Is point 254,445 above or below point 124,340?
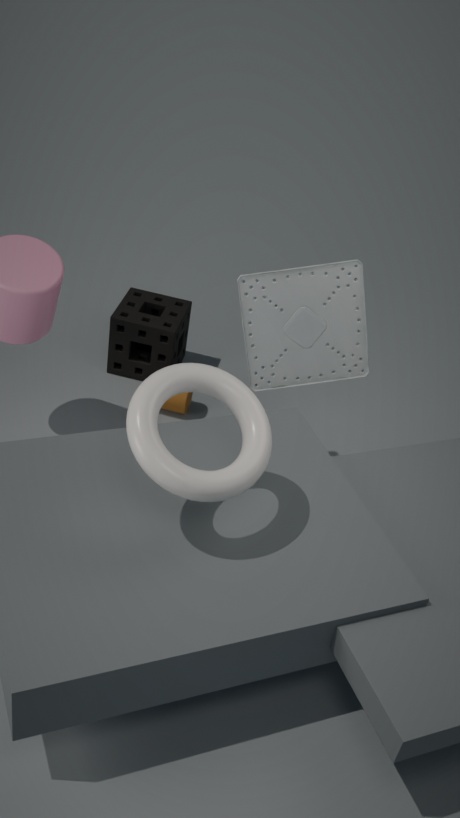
above
